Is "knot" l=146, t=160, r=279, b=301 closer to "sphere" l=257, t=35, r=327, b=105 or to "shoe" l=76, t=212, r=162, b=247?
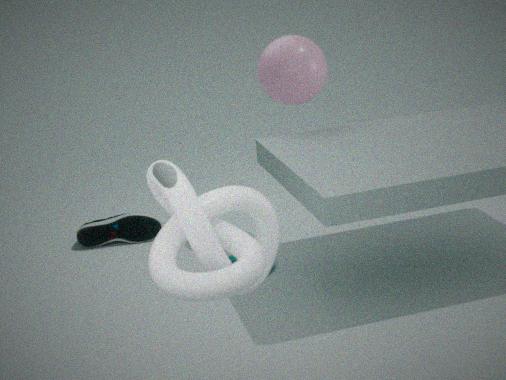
"sphere" l=257, t=35, r=327, b=105
